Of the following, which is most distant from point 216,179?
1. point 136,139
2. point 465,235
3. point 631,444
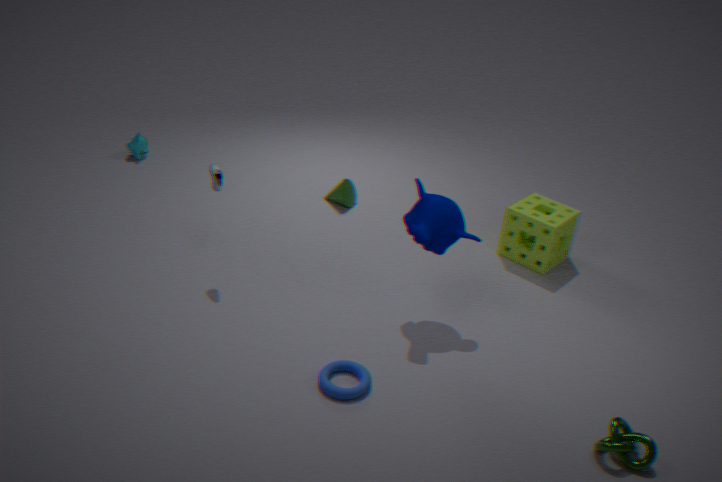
point 631,444
